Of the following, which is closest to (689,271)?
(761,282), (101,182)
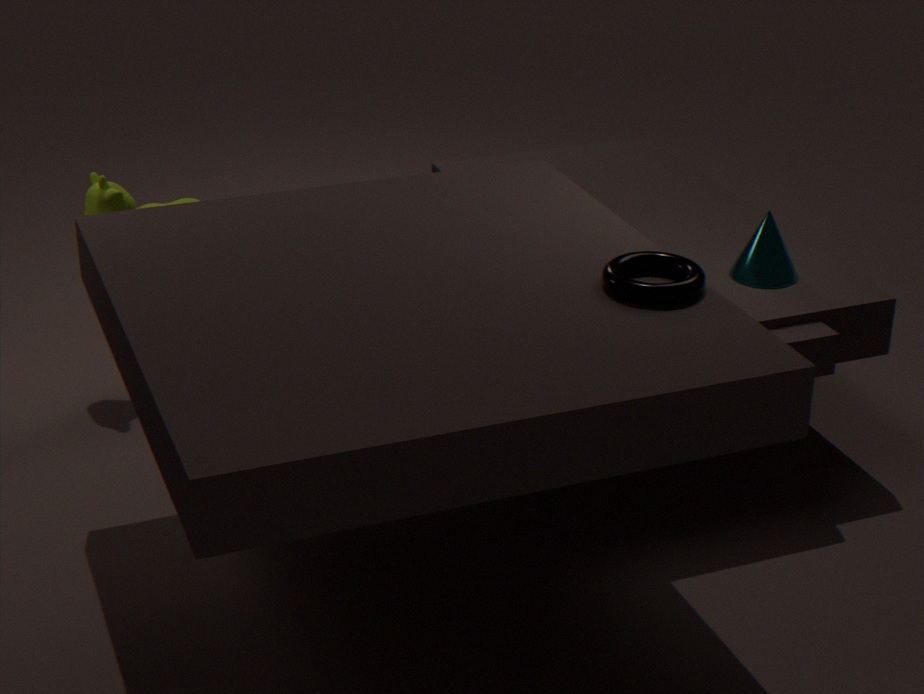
(761,282)
